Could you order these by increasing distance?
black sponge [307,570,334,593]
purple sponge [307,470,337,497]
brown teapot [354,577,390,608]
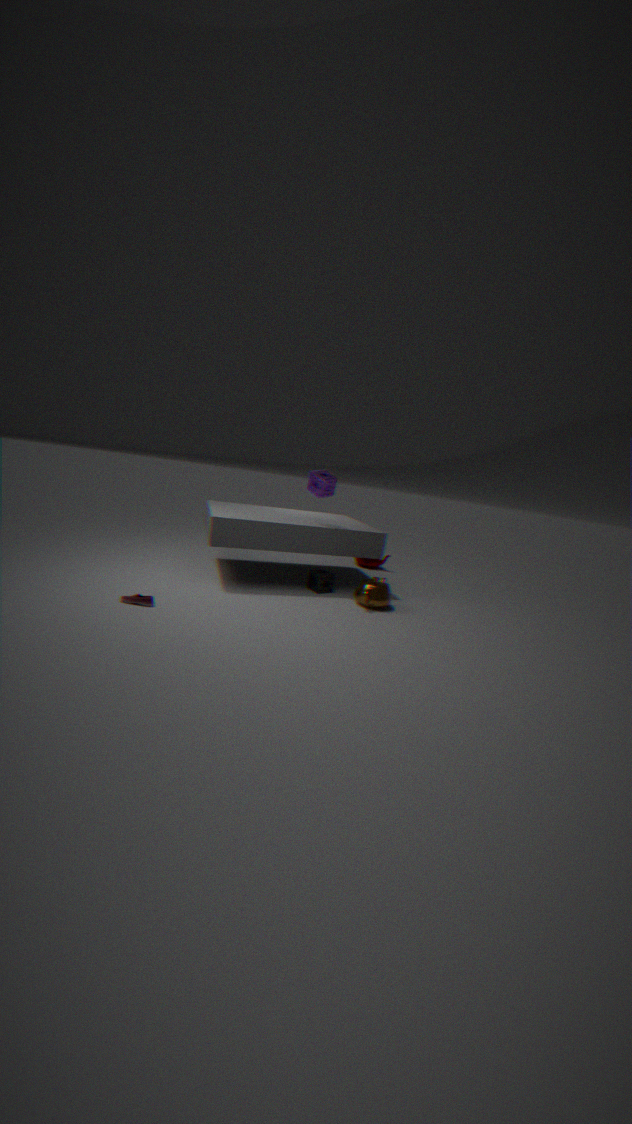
1. brown teapot [354,577,390,608]
2. purple sponge [307,470,337,497]
3. black sponge [307,570,334,593]
